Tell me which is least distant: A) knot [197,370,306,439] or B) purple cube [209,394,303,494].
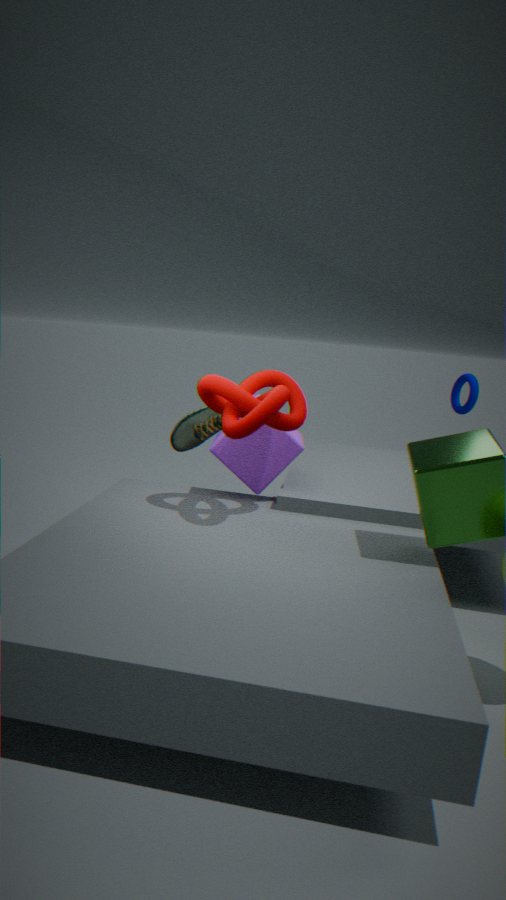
A. knot [197,370,306,439]
